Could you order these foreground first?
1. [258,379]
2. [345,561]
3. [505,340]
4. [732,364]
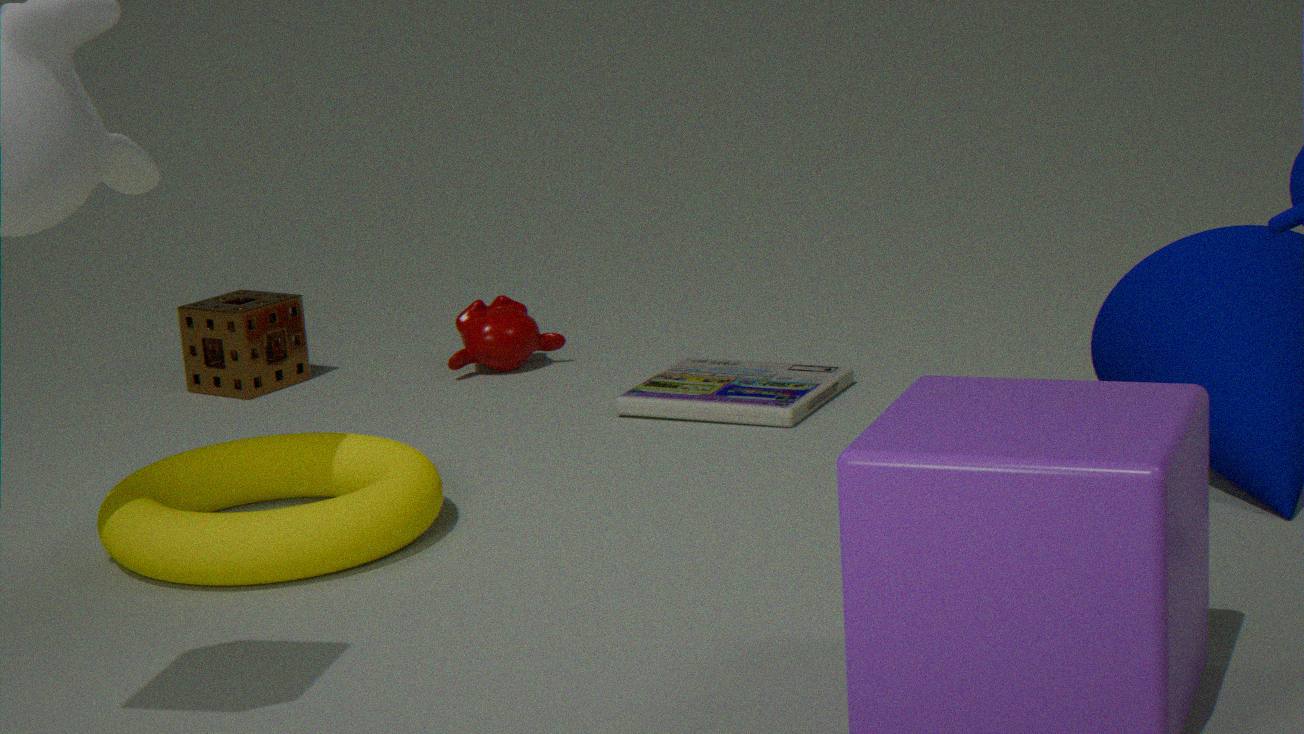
[345,561], [732,364], [258,379], [505,340]
